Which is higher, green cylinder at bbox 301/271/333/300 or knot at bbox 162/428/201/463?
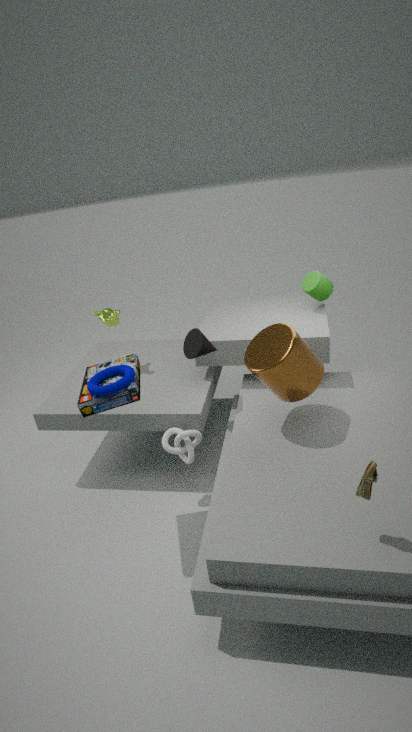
green cylinder at bbox 301/271/333/300
